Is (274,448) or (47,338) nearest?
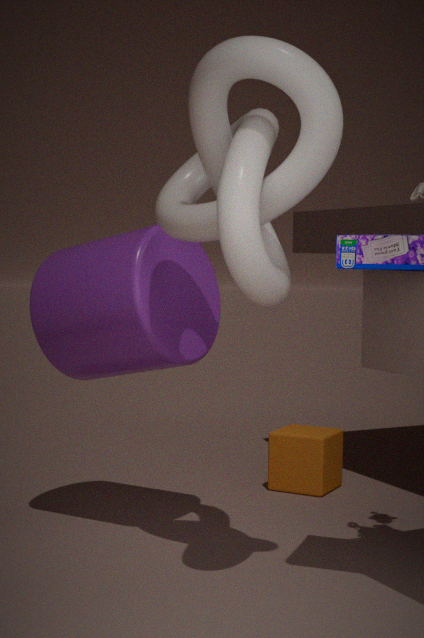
(47,338)
